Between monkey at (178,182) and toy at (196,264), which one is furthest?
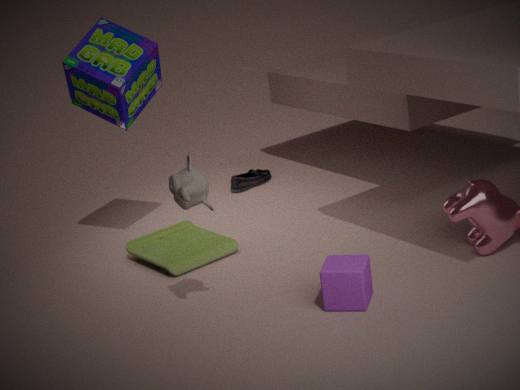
toy at (196,264)
